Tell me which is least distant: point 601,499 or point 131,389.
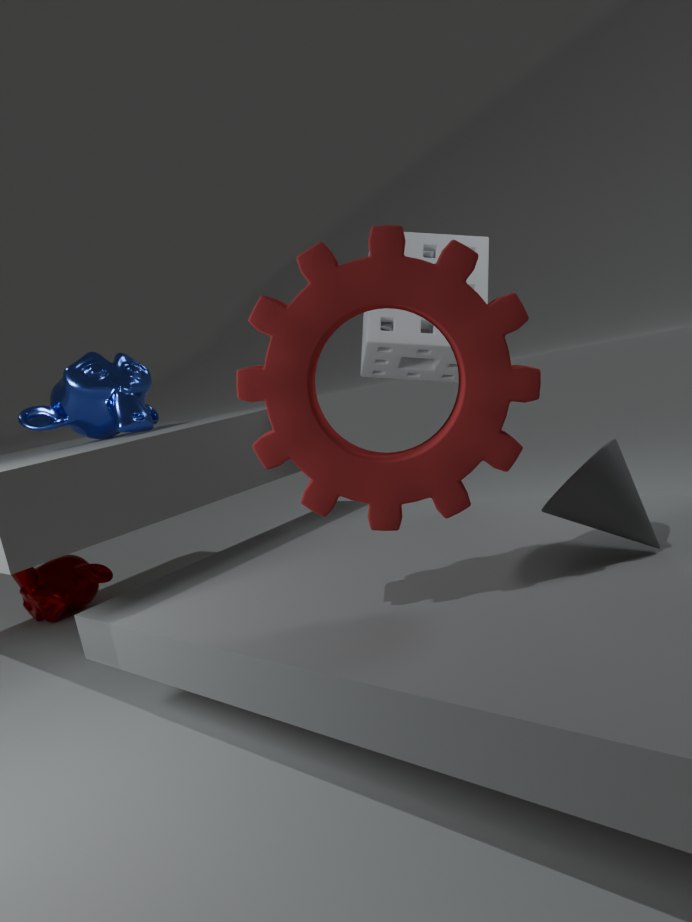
point 601,499
